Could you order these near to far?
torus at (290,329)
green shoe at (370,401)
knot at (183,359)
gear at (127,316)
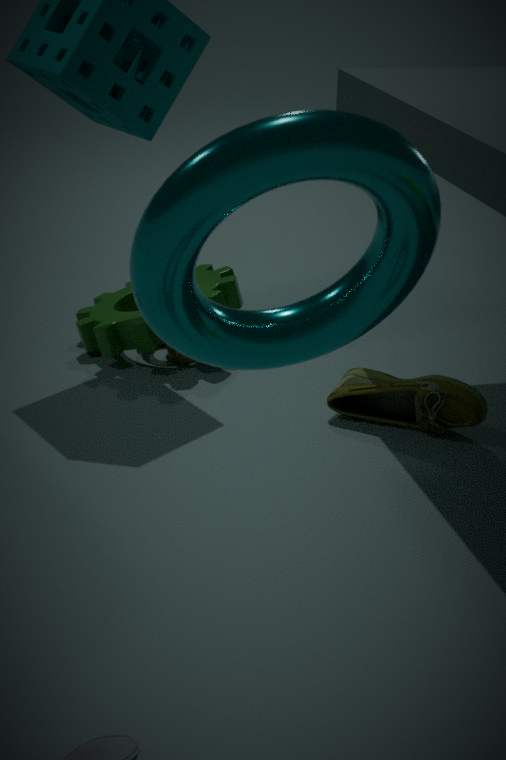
torus at (290,329)
green shoe at (370,401)
gear at (127,316)
knot at (183,359)
